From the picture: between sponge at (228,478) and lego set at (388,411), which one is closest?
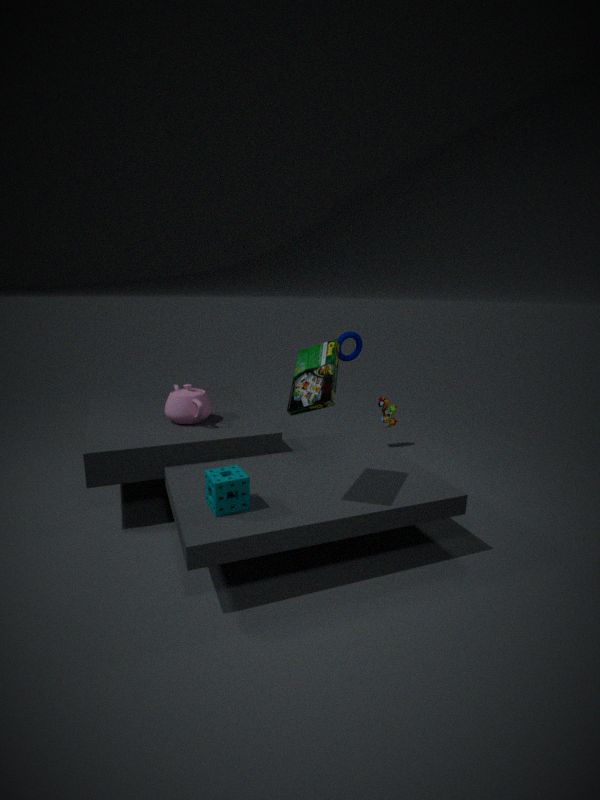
sponge at (228,478)
